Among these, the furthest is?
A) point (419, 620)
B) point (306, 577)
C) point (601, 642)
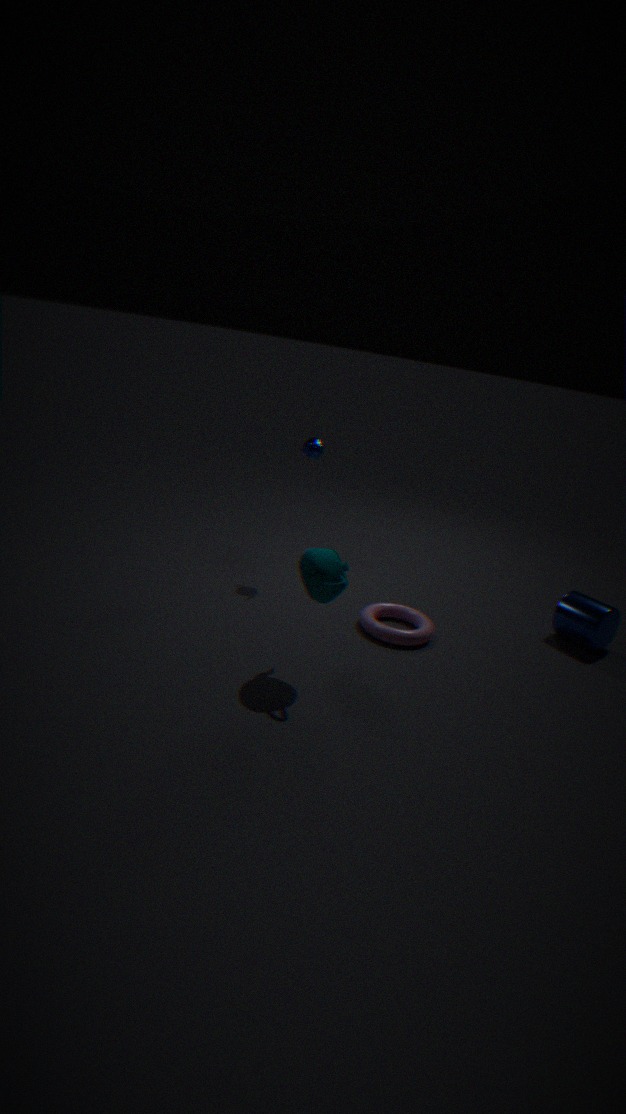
point (601, 642)
